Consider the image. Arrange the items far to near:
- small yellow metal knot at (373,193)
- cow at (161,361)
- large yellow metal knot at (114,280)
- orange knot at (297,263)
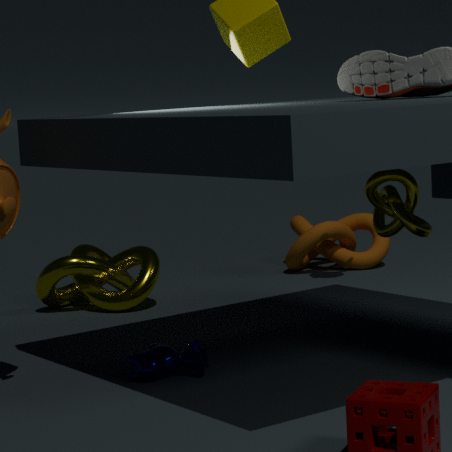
orange knot at (297,263) < large yellow metal knot at (114,280) < small yellow metal knot at (373,193) < cow at (161,361)
